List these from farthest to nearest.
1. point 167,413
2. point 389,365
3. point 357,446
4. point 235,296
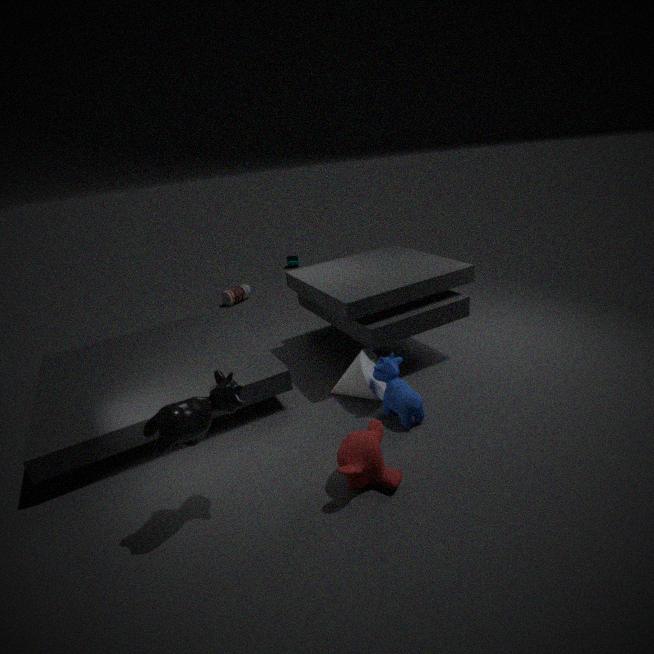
point 235,296 → point 389,365 → point 357,446 → point 167,413
